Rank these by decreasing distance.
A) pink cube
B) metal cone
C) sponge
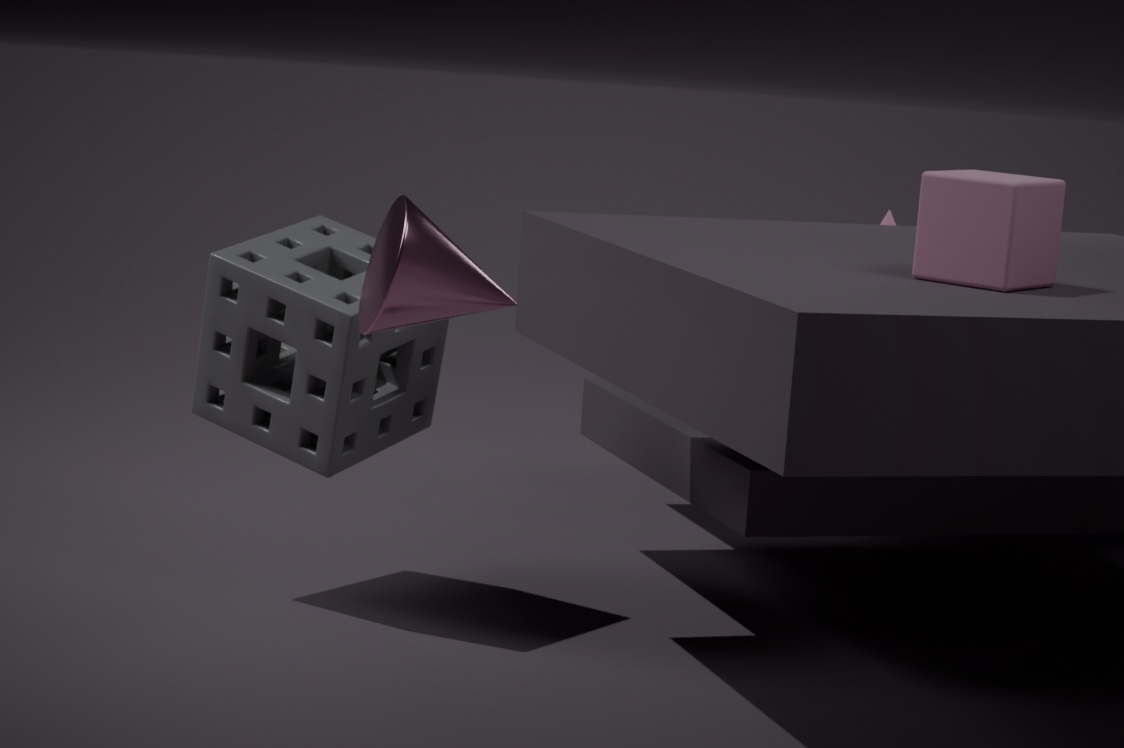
sponge < pink cube < metal cone
